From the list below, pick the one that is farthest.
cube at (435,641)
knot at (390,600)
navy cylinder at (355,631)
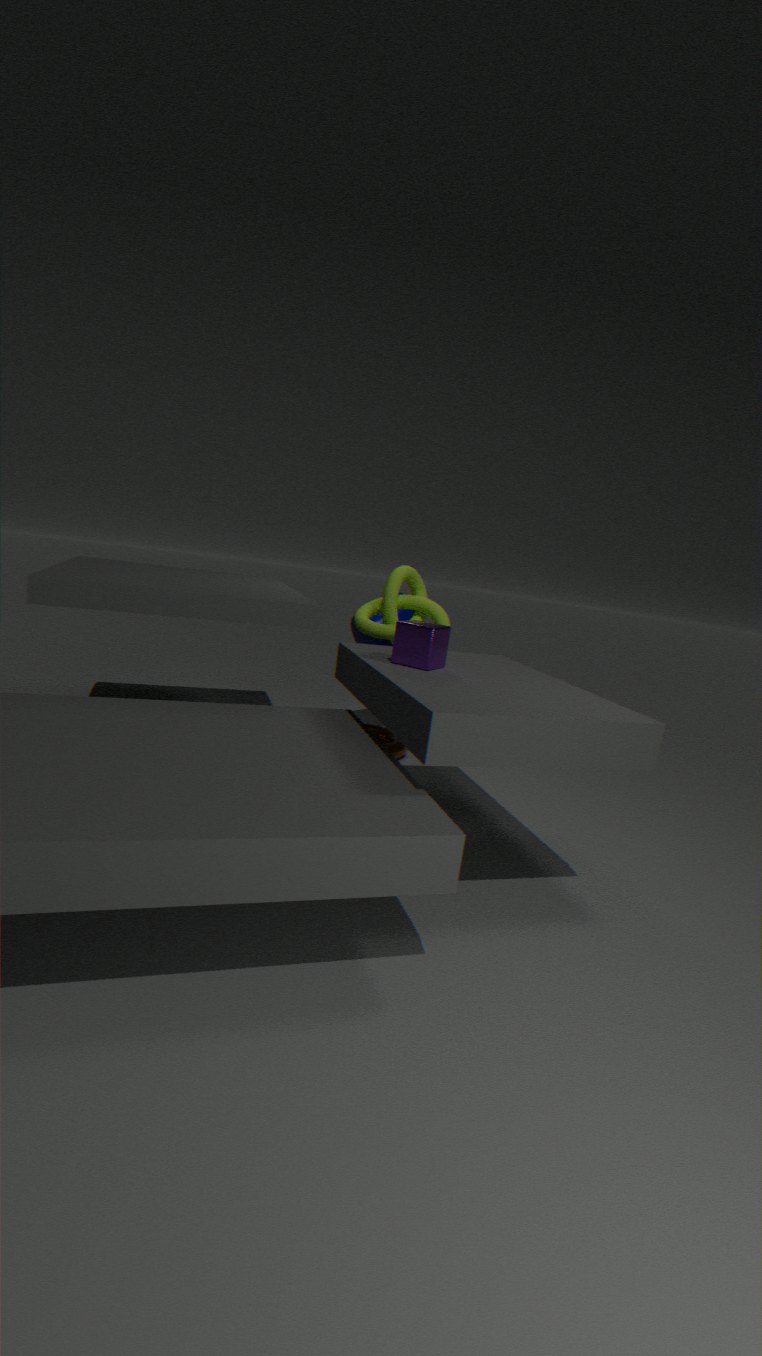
navy cylinder at (355,631)
